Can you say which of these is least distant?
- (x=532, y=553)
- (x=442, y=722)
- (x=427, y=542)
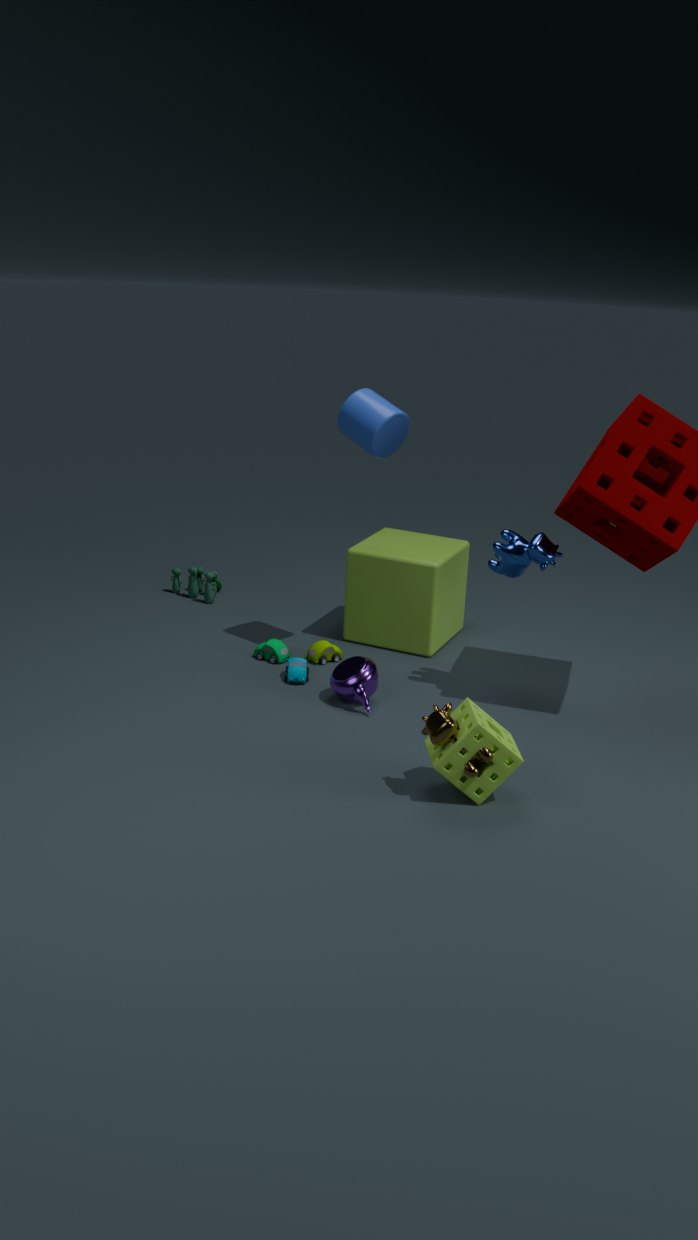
(x=442, y=722)
